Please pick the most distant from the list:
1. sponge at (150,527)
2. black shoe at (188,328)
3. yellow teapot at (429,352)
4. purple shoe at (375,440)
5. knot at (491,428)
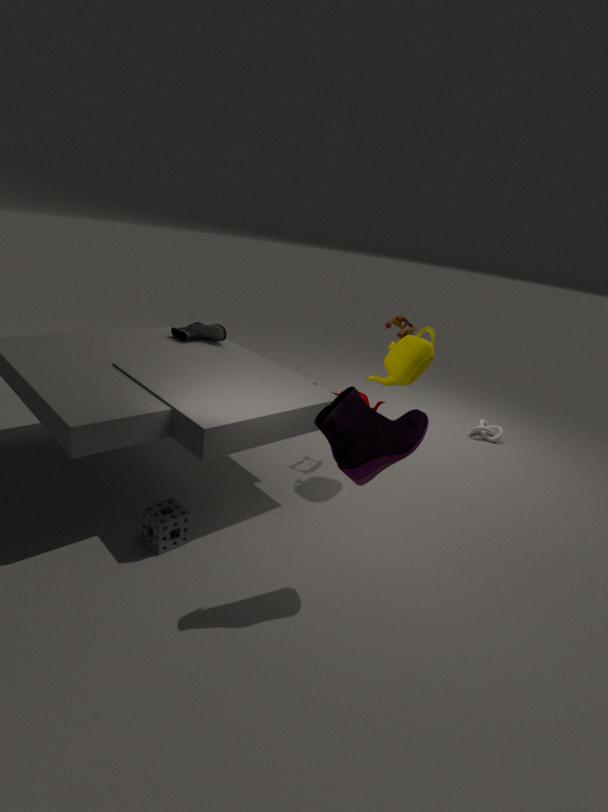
knot at (491,428)
